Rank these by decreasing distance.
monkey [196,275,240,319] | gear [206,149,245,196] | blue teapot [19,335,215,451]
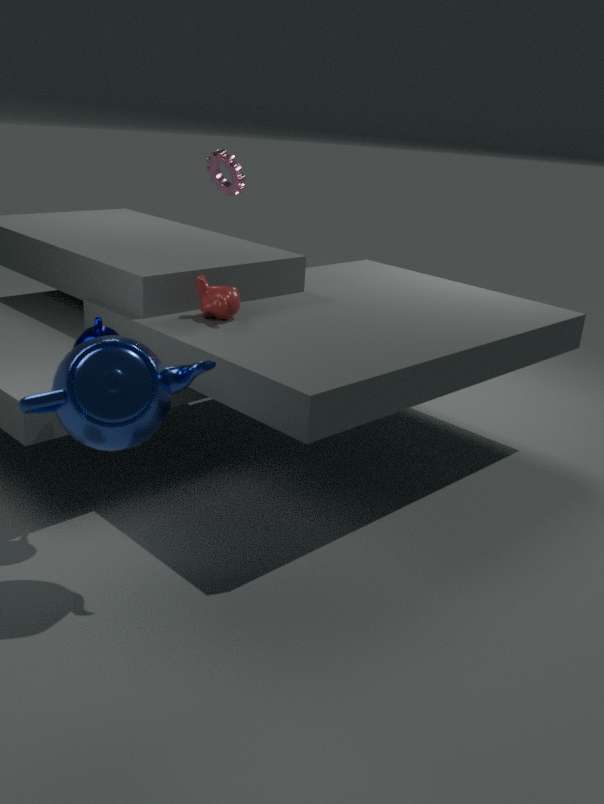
gear [206,149,245,196] → monkey [196,275,240,319] → blue teapot [19,335,215,451]
